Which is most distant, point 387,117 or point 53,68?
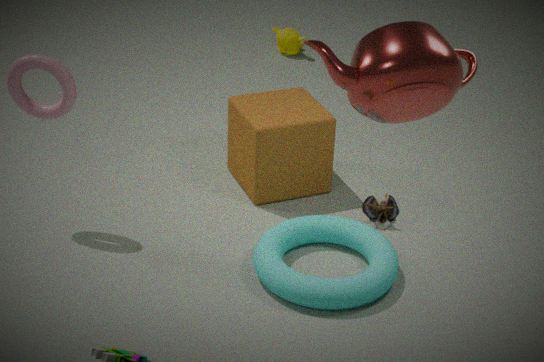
point 53,68
